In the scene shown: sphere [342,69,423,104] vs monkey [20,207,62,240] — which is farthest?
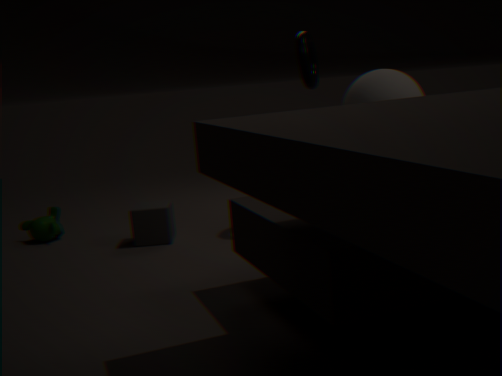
monkey [20,207,62,240]
